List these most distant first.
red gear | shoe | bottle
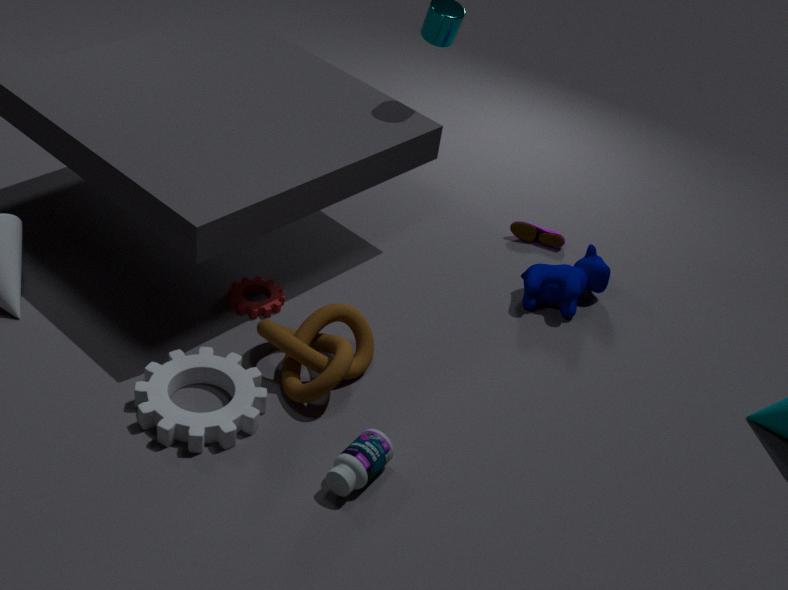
1. shoe
2. red gear
3. bottle
